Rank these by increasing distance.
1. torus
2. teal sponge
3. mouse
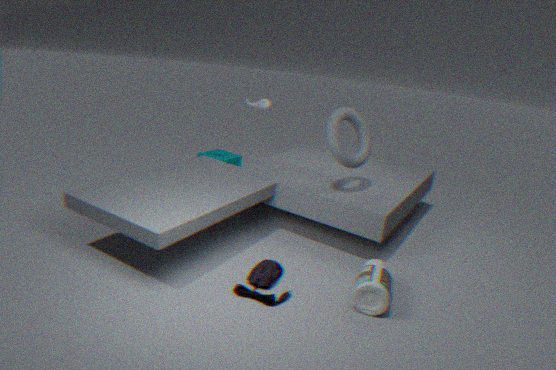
mouse
torus
teal sponge
